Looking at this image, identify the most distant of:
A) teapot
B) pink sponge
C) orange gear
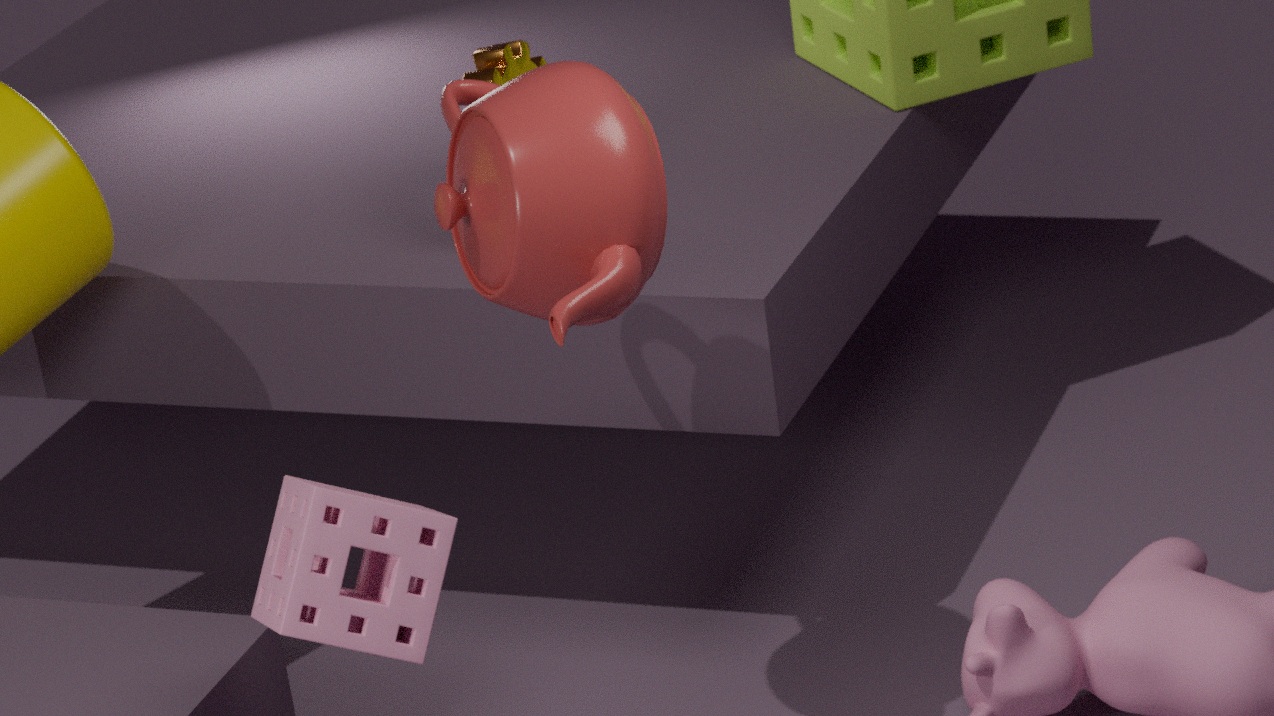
orange gear
